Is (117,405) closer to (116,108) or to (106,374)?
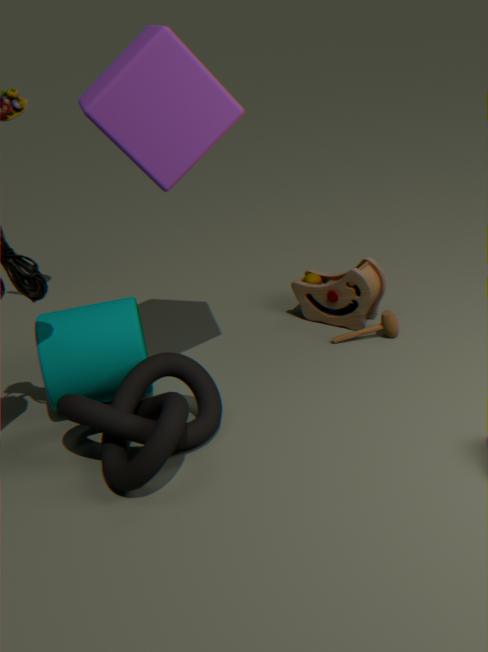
(106,374)
